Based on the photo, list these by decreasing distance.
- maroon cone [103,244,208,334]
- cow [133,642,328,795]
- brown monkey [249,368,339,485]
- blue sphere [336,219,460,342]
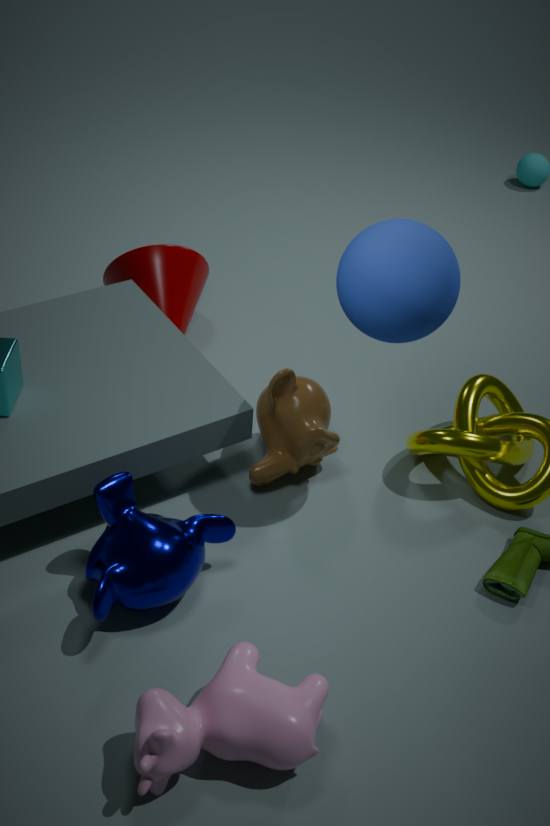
maroon cone [103,244,208,334]
brown monkey [249,368,339,485]
blue sphere [336,219,460,342]
cow [133,642,328,795]
